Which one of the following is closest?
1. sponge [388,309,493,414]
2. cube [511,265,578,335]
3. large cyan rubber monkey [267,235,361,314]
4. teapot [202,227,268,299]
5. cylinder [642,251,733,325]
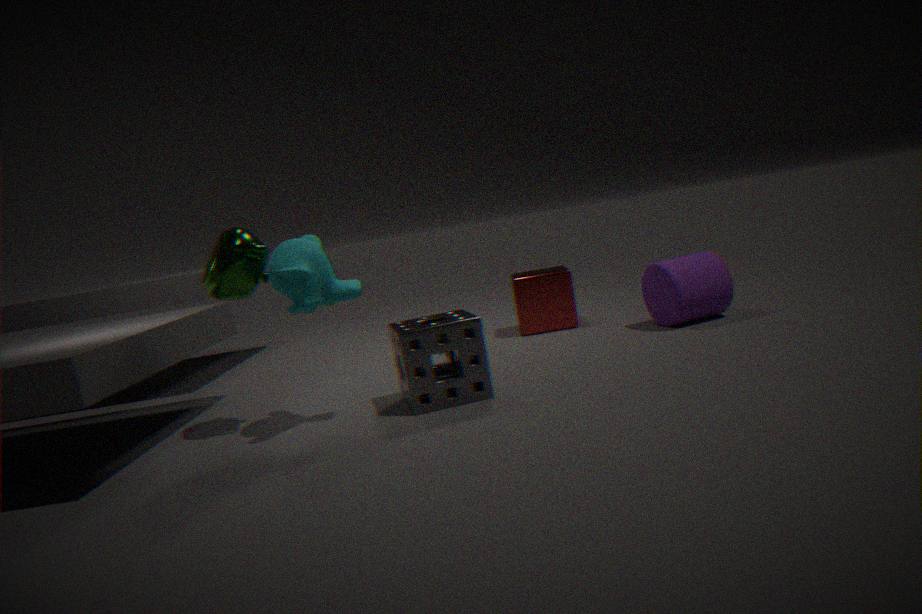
large cyan rubber monkey [267,235,361,314]
